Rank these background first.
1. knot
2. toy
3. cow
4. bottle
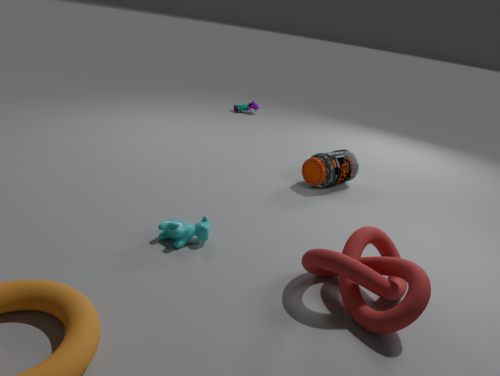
toy → bottle → cow → knot
